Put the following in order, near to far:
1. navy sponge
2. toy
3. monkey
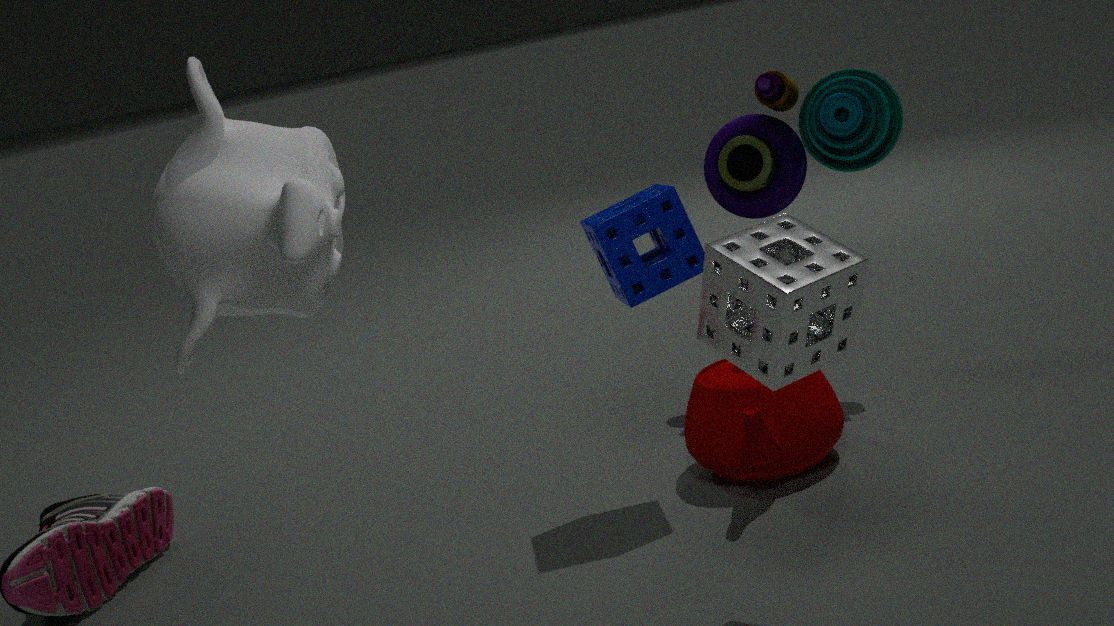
monkey → navy sponge → toy
